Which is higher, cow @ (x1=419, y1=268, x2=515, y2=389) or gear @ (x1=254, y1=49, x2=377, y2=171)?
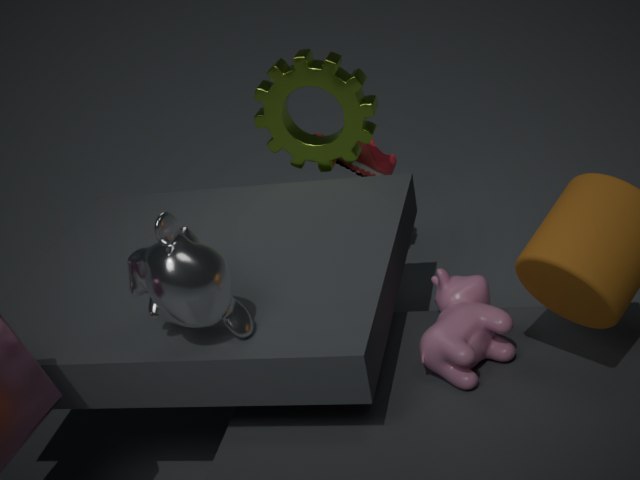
gear @ (x1=254, y1=49, x2=377, y2=171)
